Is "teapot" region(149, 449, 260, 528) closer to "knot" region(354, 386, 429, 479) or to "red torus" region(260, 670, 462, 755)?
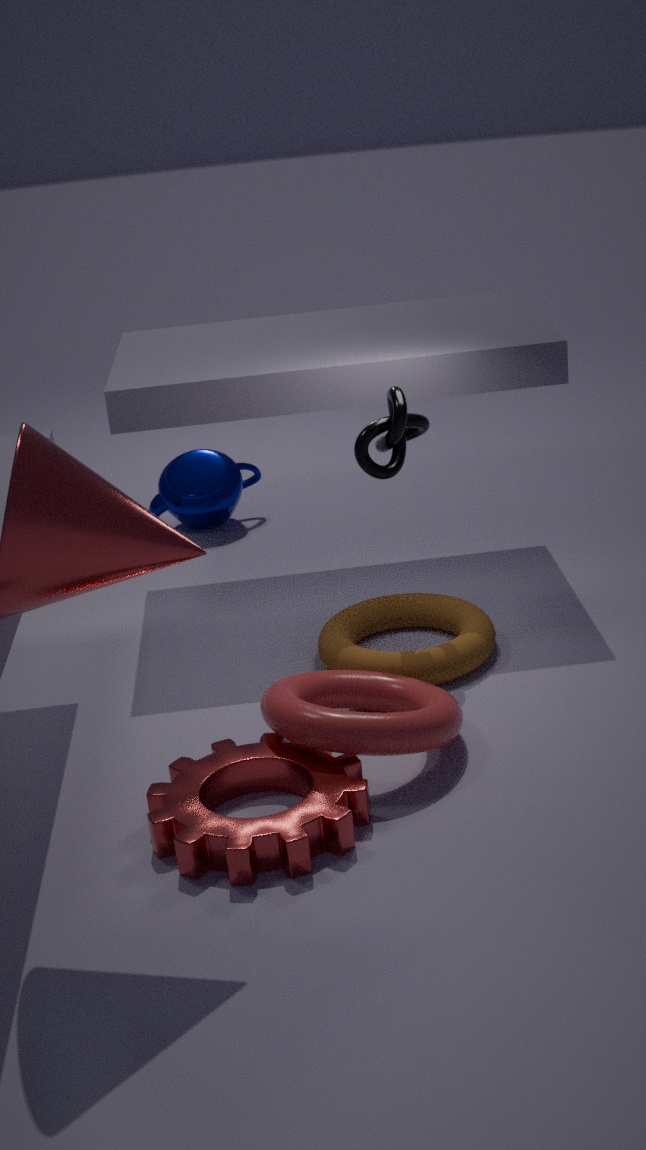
"knot" region(354, 386, 429, 479)
